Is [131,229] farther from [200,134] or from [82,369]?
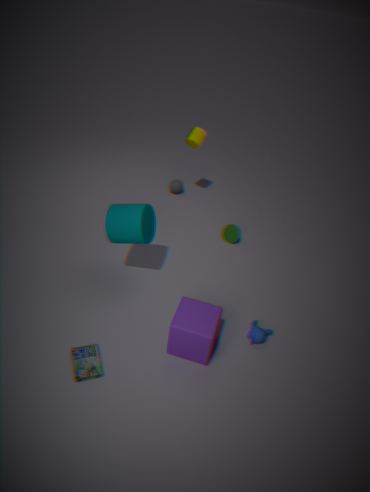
[200,134]
